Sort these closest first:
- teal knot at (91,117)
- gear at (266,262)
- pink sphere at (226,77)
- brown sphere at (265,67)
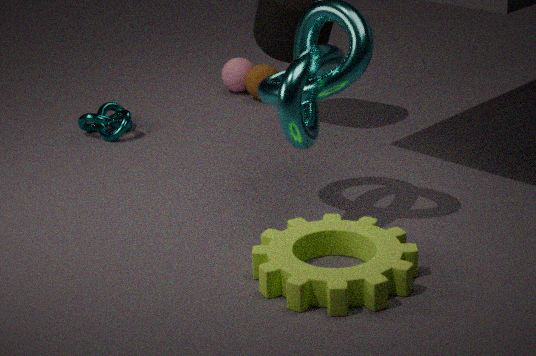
1. gear at (266,262)
2. teal knot at (91,117)
3. brown sphere at (265,67)
4. pink sphere at (226,77)
